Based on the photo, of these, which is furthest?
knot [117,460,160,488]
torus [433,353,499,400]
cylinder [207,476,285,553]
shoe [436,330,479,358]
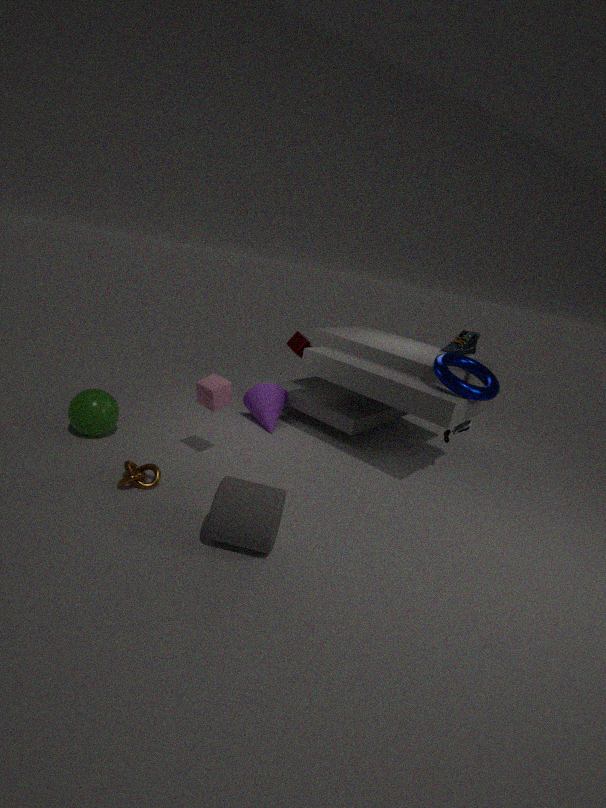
shoe [436,330,479,358]
